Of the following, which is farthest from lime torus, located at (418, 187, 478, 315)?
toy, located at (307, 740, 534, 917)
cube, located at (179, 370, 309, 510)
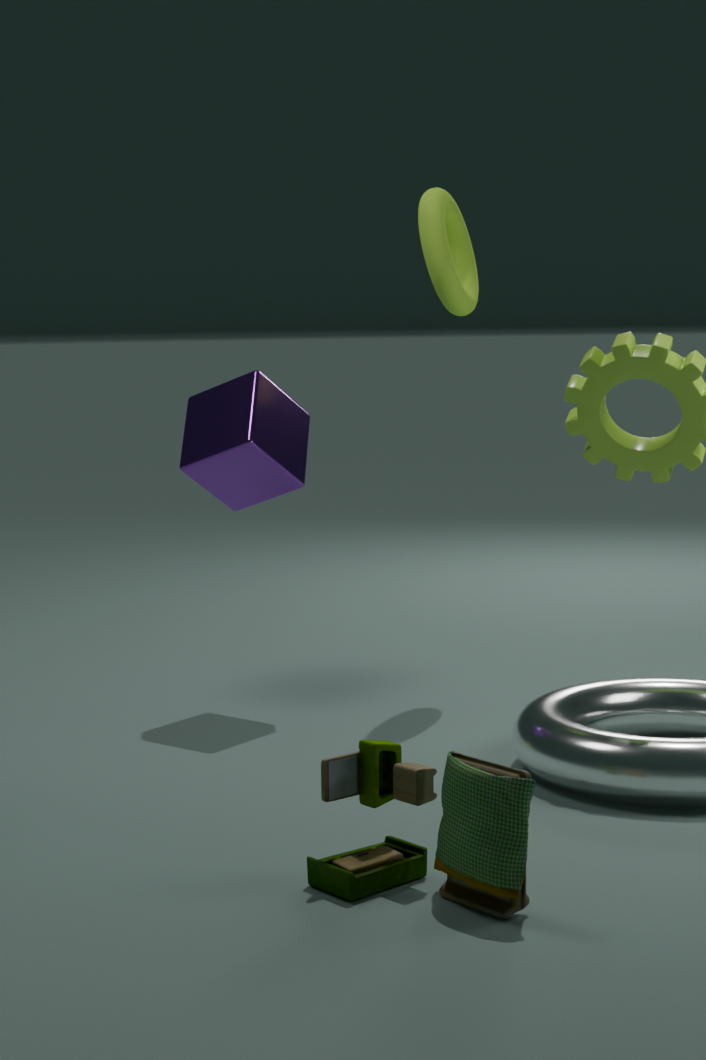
toy, located at (307, 740, 534, 917)
